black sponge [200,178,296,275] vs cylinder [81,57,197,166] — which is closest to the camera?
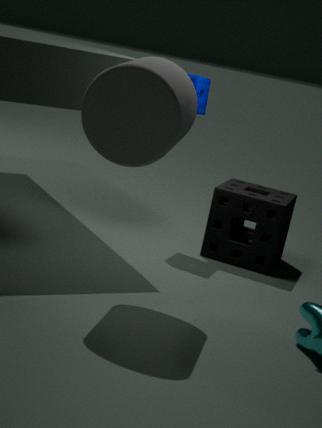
cylinder [81,57,197,166]
